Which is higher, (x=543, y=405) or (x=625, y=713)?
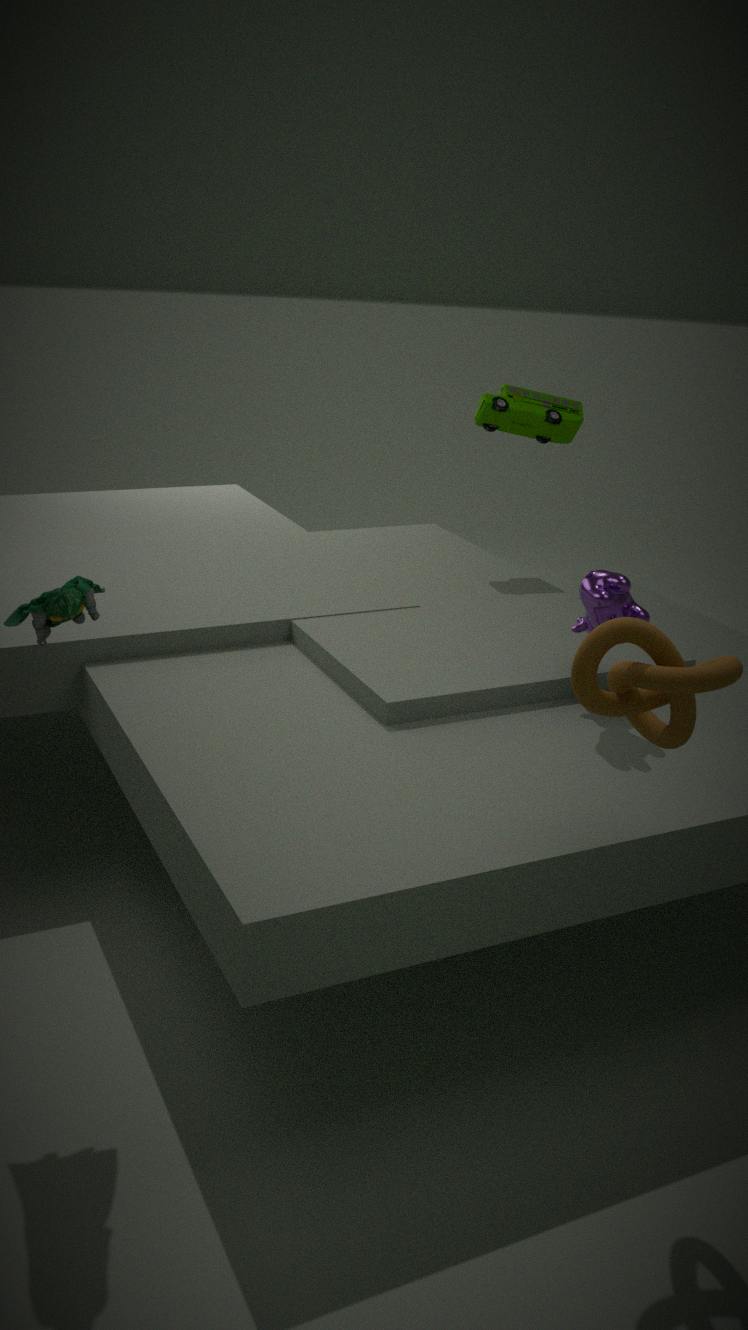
(x=543, y=405)
